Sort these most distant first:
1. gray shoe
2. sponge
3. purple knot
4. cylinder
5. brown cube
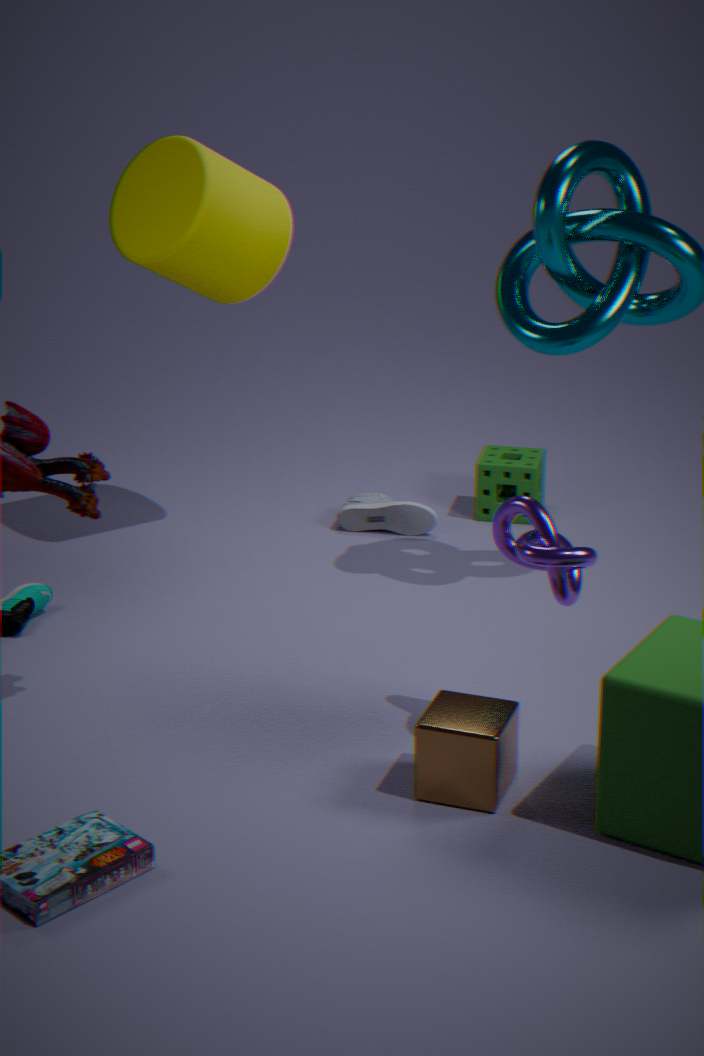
sponge < gray shoe < cylinder < purple knot < brown cube
